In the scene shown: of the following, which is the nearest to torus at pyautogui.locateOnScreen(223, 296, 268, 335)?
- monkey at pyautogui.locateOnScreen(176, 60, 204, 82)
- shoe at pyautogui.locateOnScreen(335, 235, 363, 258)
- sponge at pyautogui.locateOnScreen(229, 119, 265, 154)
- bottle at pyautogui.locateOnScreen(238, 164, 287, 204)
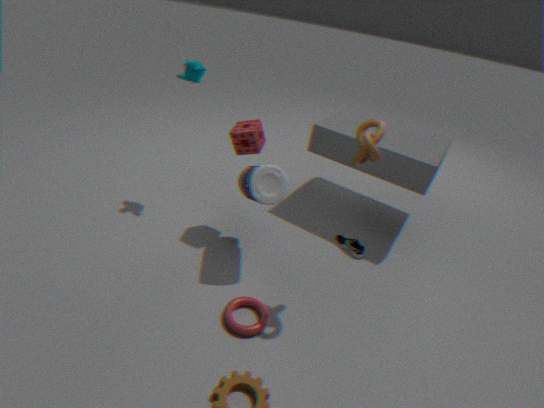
bottle at pyautogui.locateOnScreen(238, 164, 287, 204)
